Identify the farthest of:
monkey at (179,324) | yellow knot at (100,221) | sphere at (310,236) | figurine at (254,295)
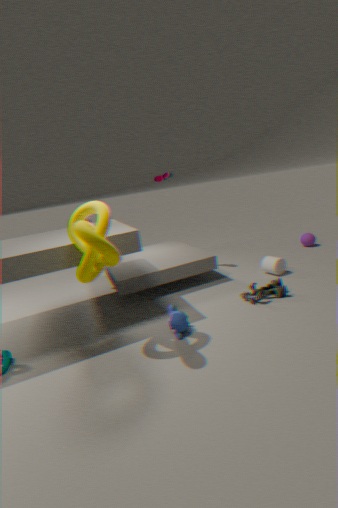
sphere at (310,236)
